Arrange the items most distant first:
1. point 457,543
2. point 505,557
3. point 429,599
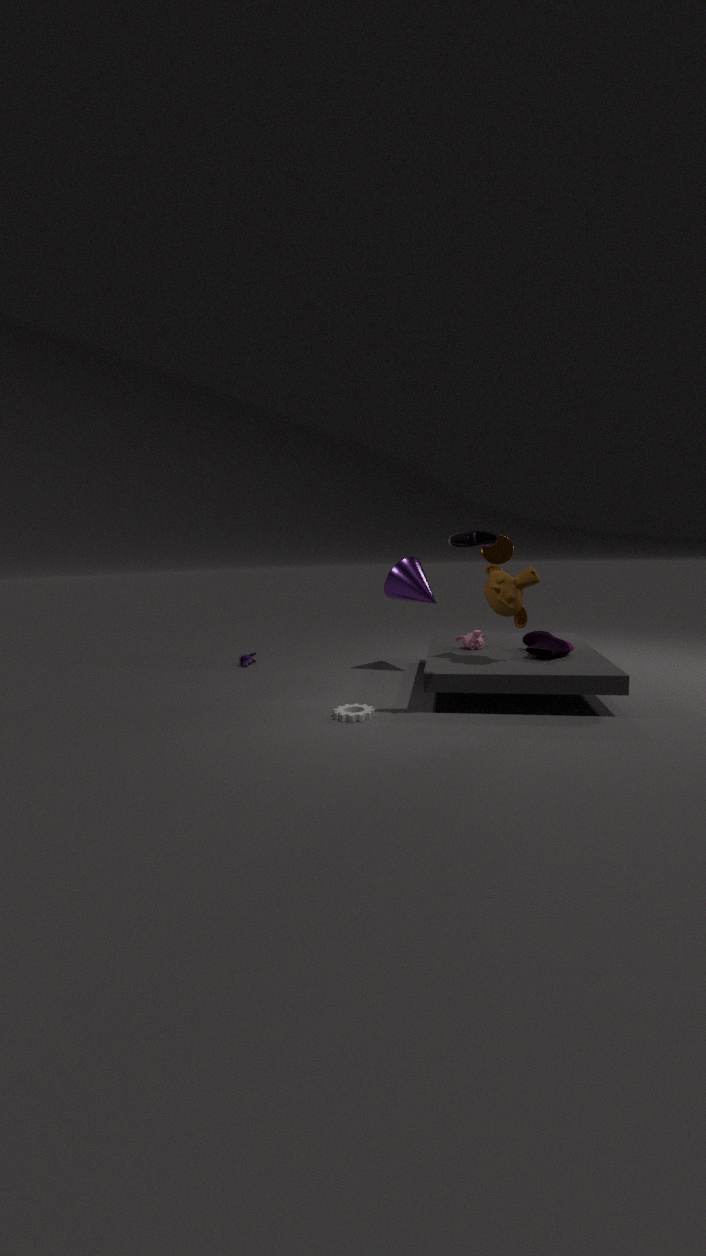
point 429,599
point 505,557
point 457,543
